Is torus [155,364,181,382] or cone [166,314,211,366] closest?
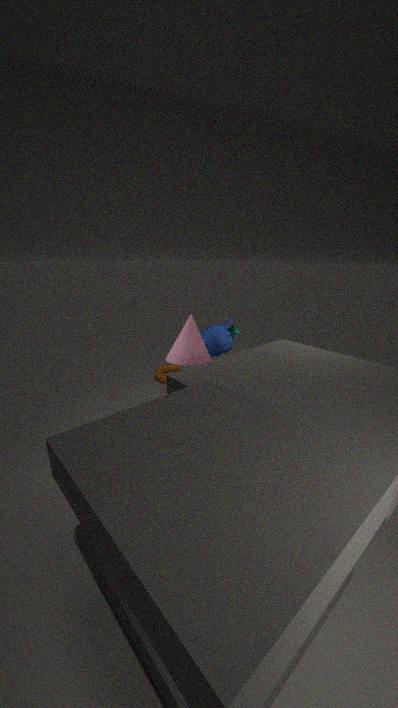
cone [166,314,211,366]
